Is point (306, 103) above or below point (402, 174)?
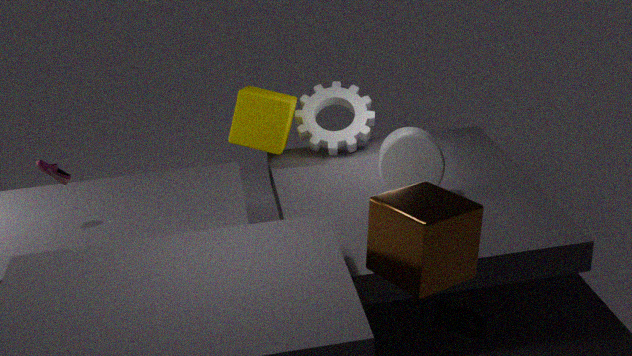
below
